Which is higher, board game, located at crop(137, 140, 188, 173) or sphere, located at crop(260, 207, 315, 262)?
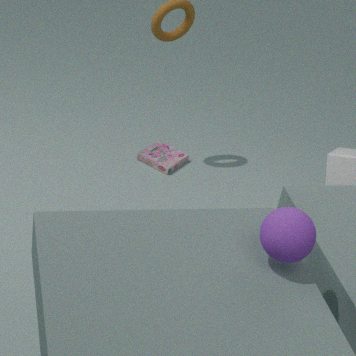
sphere, located at crop(260, 207, 315, 262)
